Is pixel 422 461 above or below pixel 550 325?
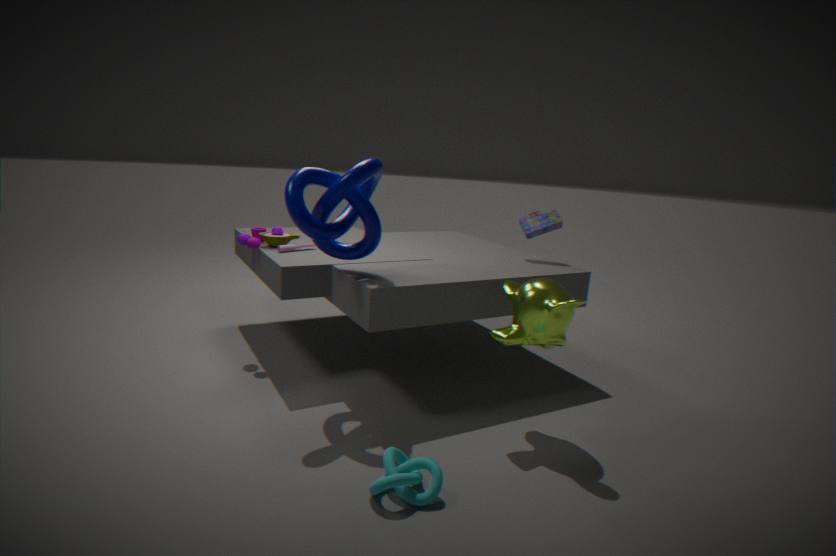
below
